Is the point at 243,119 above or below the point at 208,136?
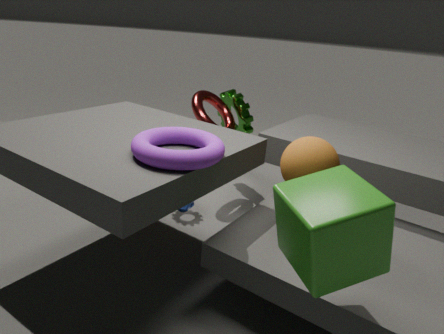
below
